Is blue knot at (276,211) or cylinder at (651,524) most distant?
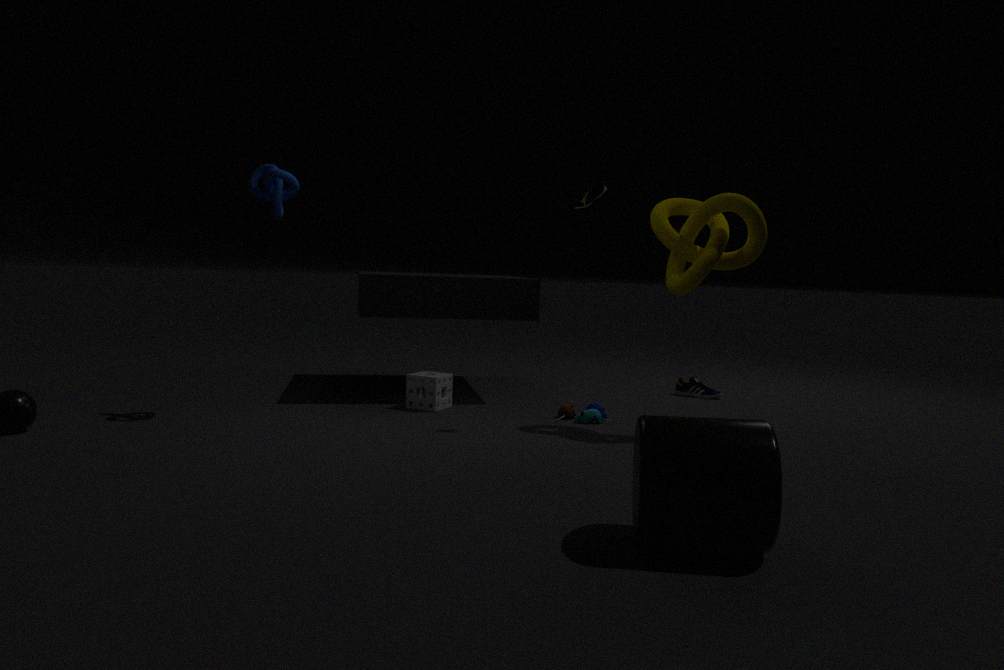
blue knot at (276,211)
